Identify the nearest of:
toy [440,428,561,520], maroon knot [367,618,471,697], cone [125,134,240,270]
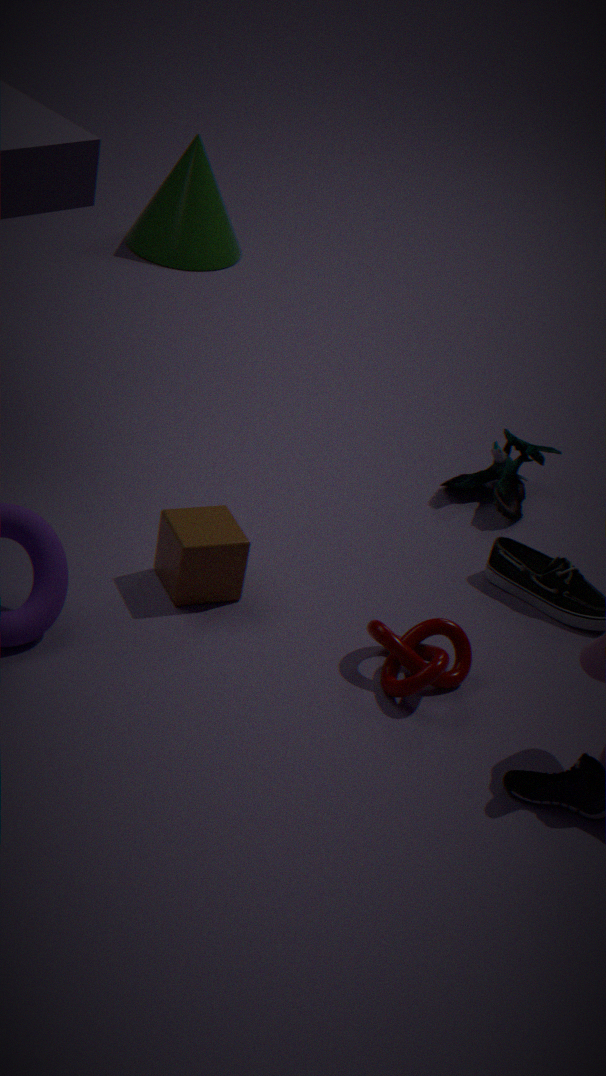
maroon knot [367,618,471,697]
